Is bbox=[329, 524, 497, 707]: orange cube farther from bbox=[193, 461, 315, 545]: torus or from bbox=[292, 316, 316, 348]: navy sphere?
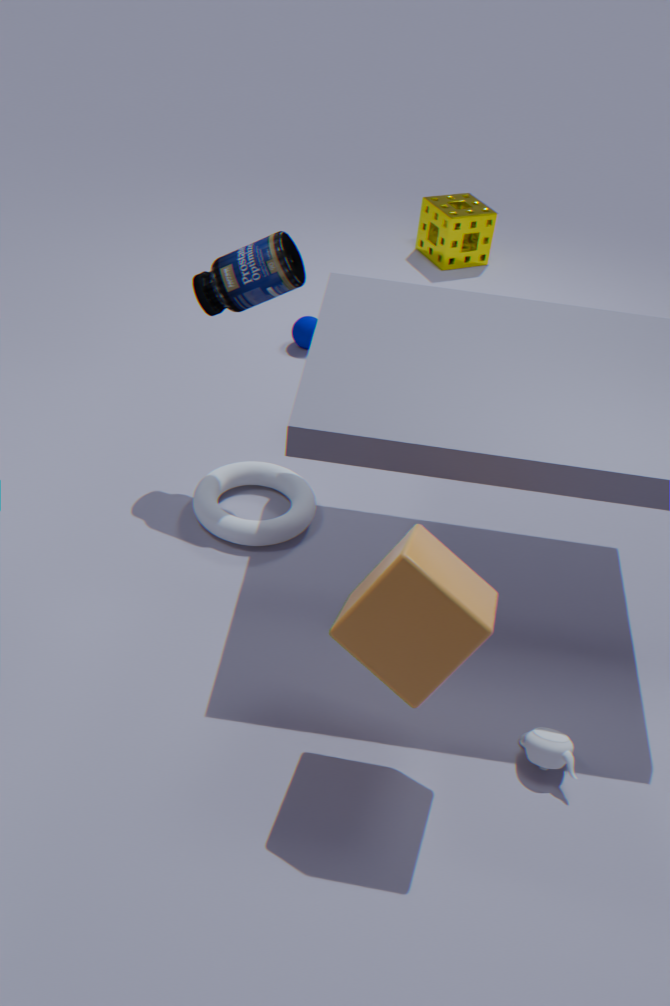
bbox=[292, 316, 316, 348]: navy sphere
